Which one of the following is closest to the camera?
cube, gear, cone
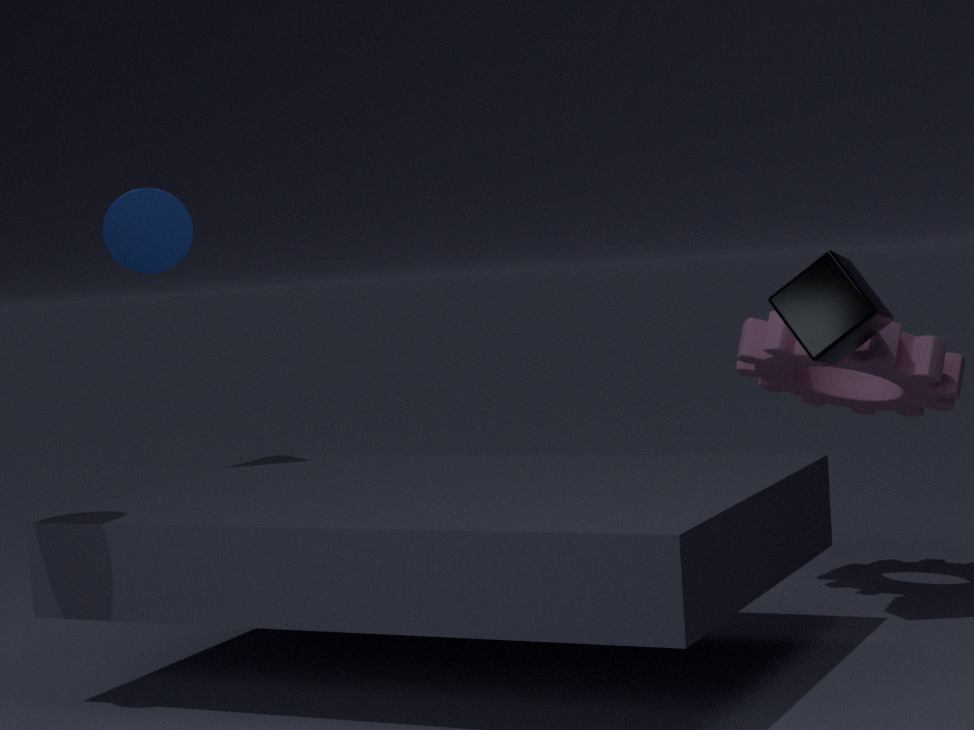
cube
